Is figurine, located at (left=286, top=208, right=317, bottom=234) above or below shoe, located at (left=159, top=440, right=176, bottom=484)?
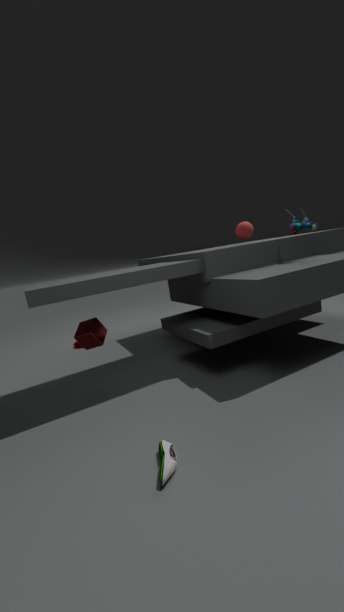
above
